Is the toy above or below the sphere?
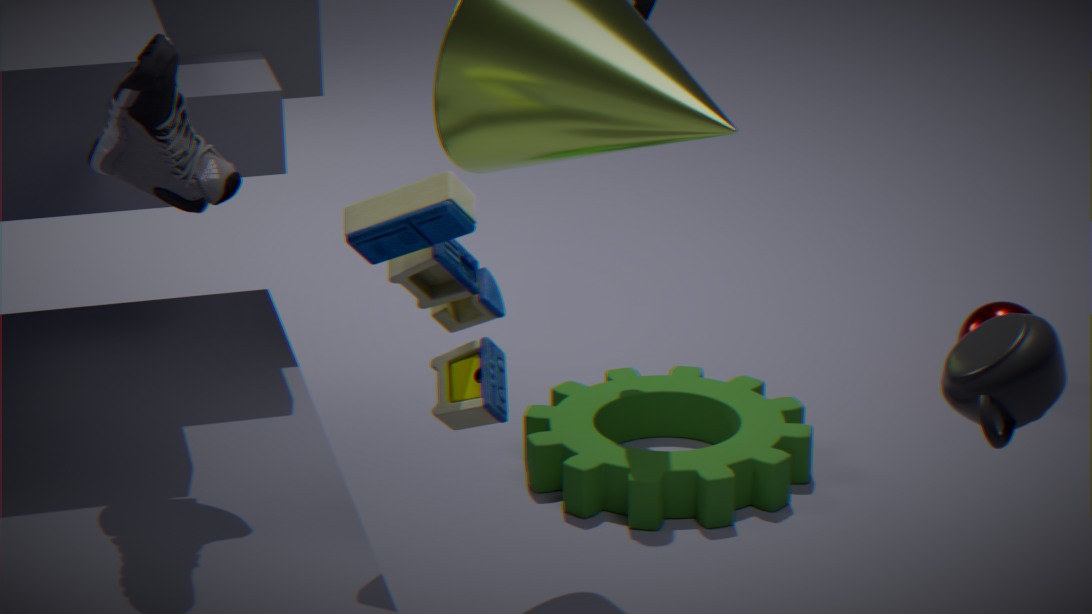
above
